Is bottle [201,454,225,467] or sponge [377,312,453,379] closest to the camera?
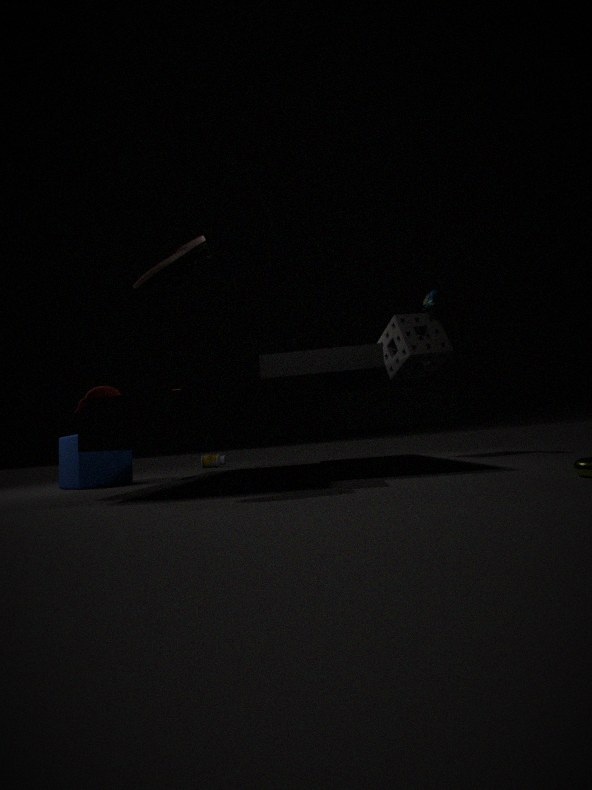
sponge [377,312,453,379]
